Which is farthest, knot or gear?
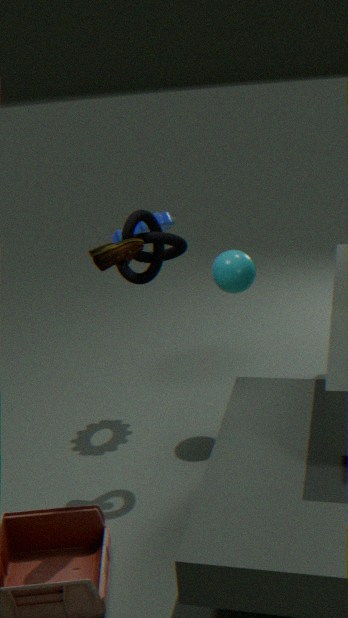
gear
